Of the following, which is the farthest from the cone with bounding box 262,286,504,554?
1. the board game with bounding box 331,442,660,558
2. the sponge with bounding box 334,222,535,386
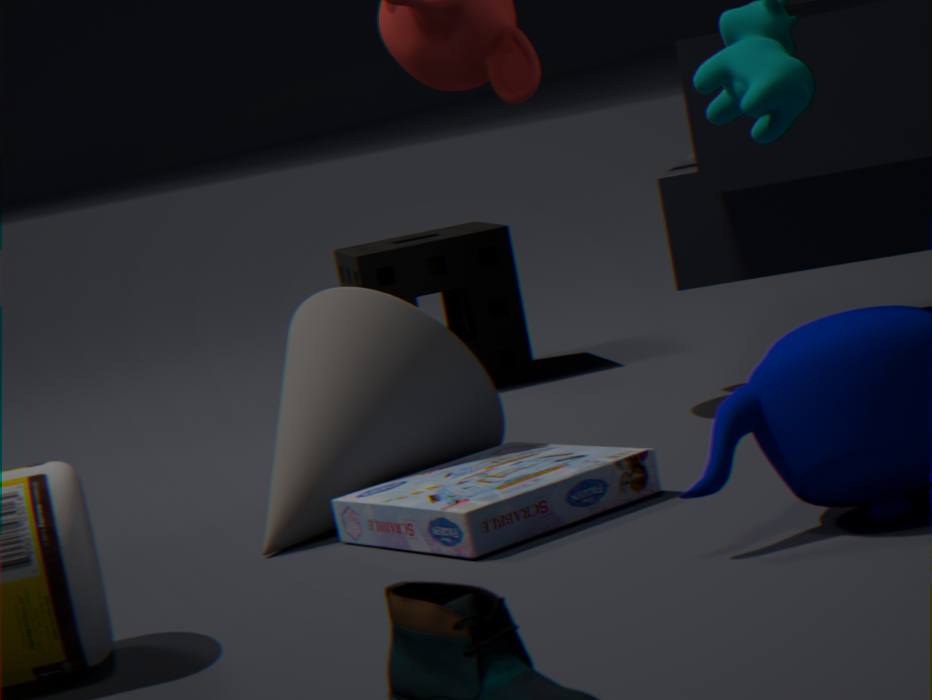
the sponge with bounding box 334,222,535,386
